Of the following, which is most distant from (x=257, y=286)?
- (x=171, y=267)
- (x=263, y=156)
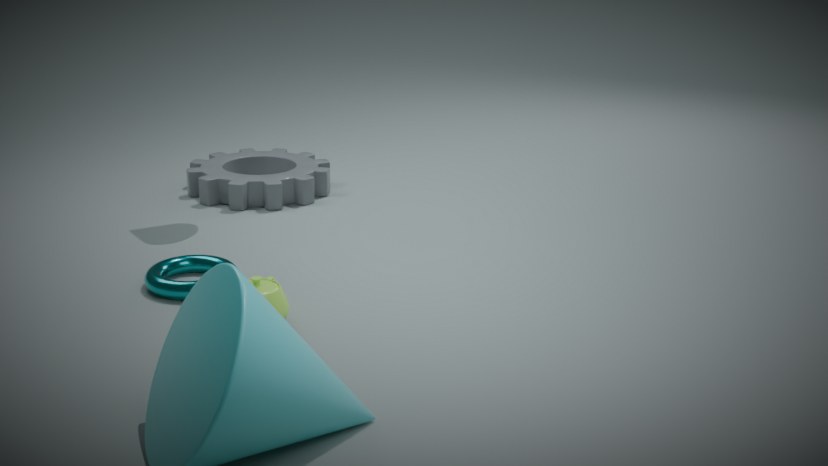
(x=263, y=156)
